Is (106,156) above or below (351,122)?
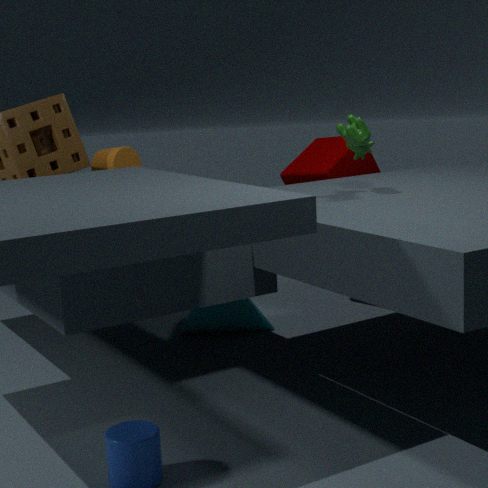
below
